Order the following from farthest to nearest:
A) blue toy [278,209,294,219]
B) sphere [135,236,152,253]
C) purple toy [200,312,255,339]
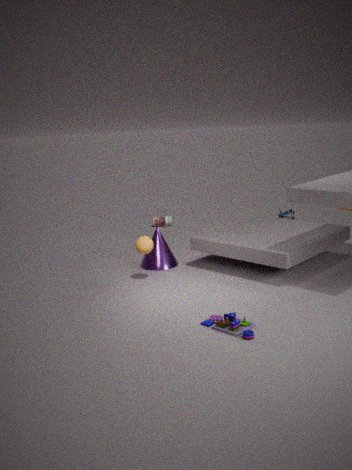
1. blue toy [278,209,294,219]
2. sphere [135,236,152,253]
3. purple toy [200,312,255,339]
